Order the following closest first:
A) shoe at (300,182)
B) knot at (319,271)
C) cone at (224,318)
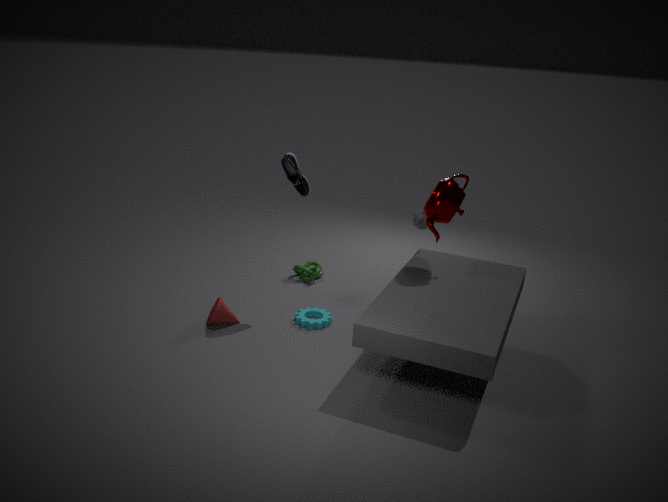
cone at (224,318)
shoe at (300,182)
knot at (319,271)
